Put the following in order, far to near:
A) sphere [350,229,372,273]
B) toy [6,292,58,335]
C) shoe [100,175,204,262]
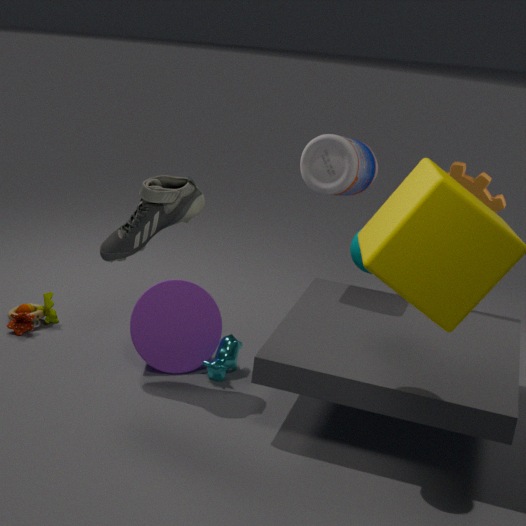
toy [6,292,58,335], shoe [100,175,204,262], sphere [350,229,372,273]
